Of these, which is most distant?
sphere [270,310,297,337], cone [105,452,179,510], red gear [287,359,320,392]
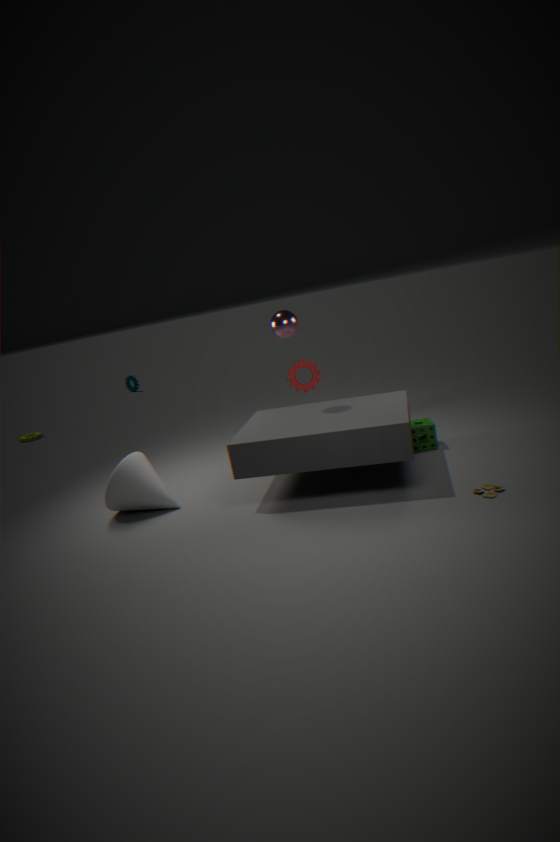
red gear [287,359,320,392]
